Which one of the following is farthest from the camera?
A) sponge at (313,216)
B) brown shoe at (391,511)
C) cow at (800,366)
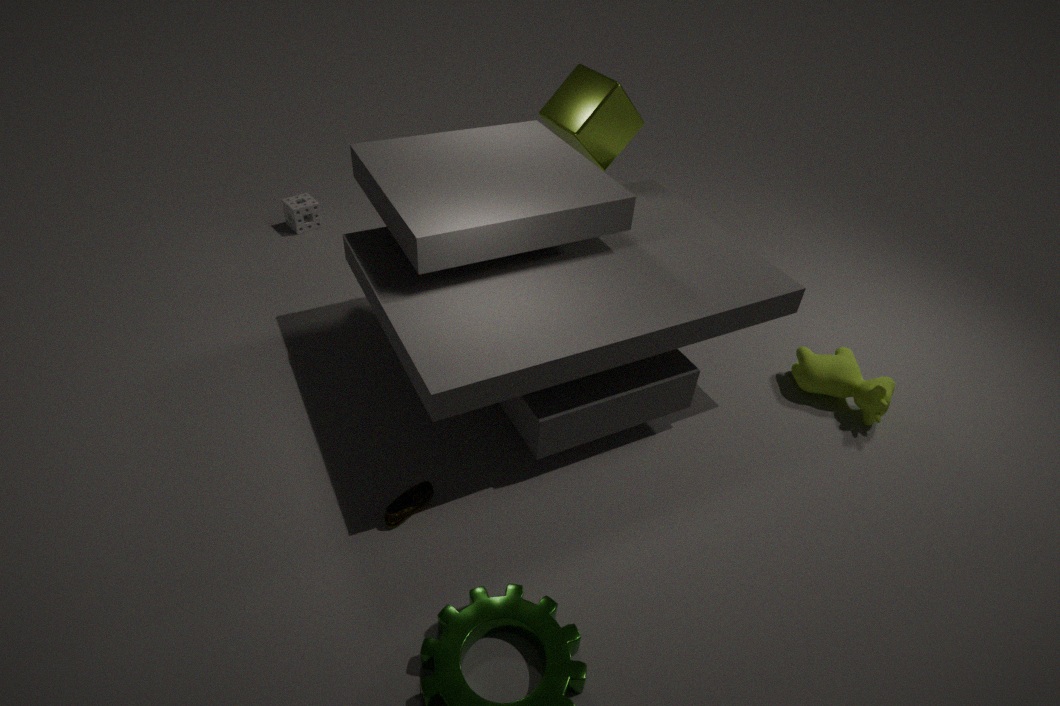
sponge at (313,216)
